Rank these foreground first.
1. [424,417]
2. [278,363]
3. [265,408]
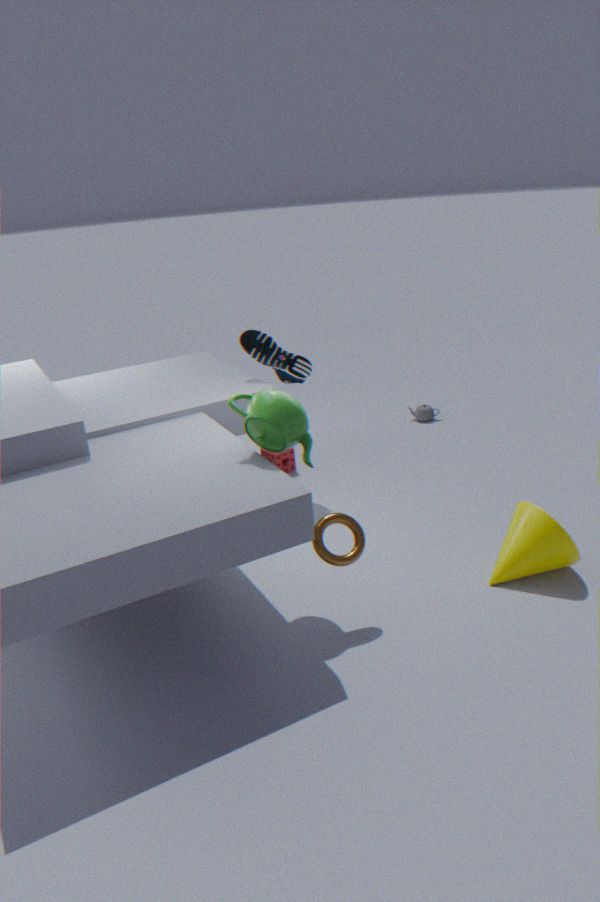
[265,408], [278,363], [424,417]
